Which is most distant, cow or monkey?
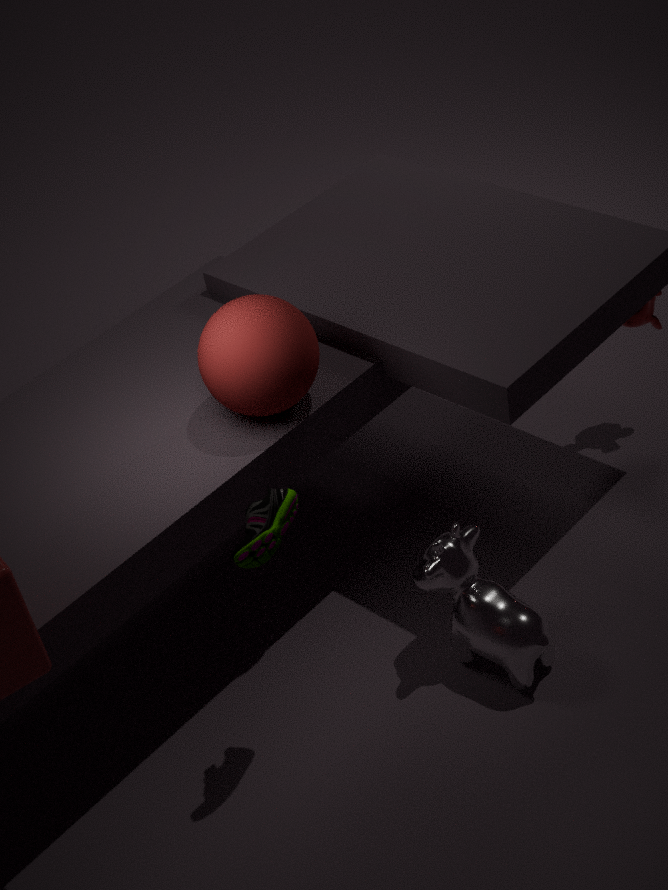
monkey
